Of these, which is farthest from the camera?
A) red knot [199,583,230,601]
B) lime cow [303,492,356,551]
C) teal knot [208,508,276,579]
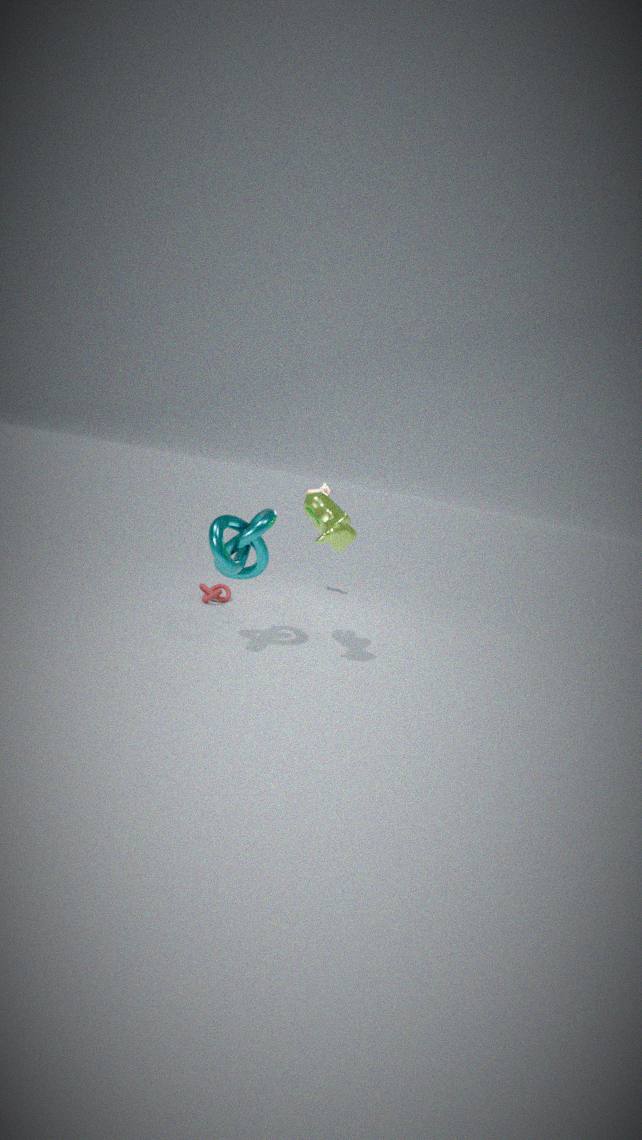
red knot [199,583,230,601]
